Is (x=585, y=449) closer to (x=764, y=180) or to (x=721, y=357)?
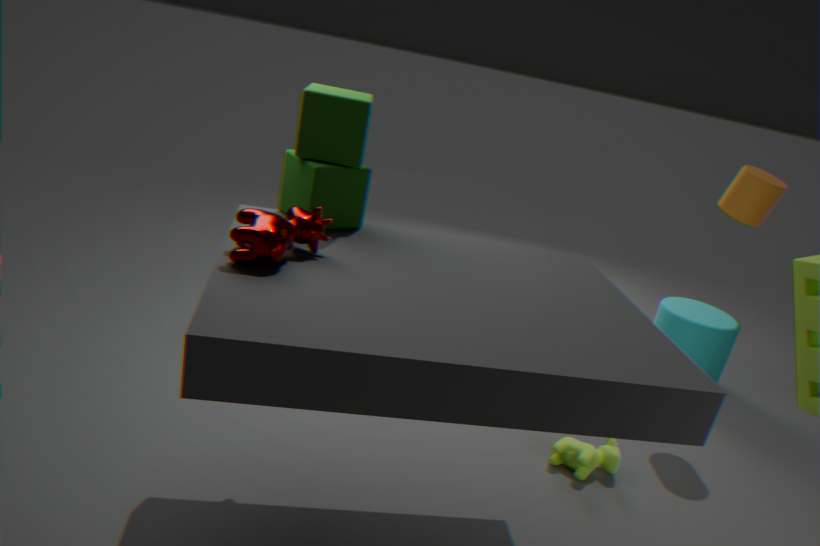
(x=721, y=357)
